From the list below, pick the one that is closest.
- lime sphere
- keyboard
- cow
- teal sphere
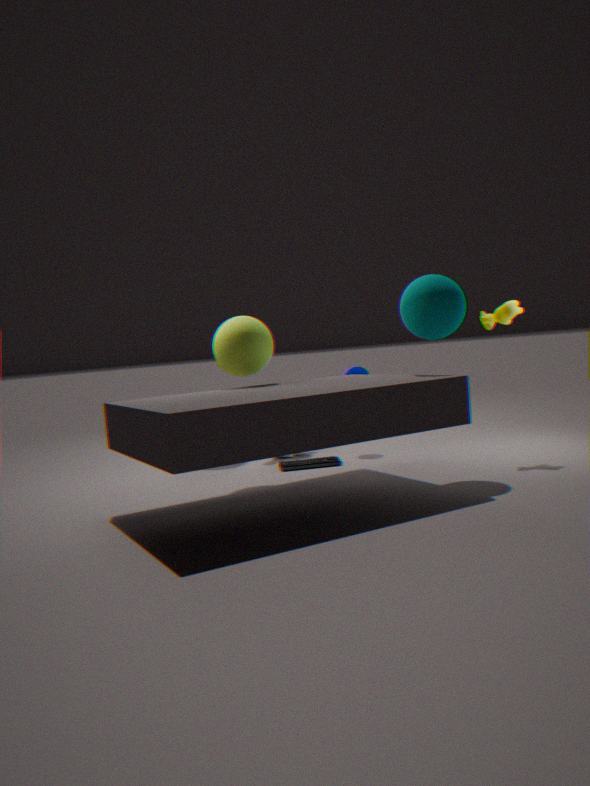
teal sphere
